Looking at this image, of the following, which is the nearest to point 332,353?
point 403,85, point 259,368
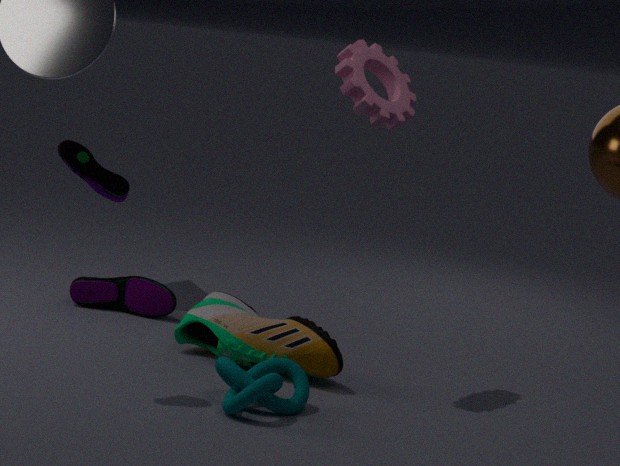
point 259,368
